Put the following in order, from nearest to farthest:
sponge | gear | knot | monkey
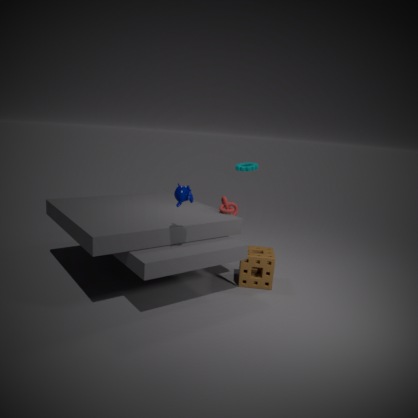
monkey
sponge
knot
gear
